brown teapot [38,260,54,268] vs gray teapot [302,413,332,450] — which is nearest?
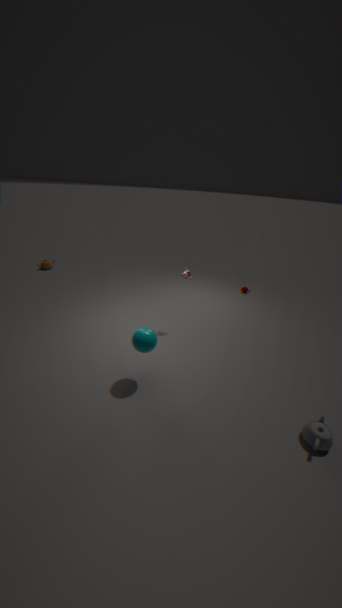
gray teapot [302,413,332,450]
